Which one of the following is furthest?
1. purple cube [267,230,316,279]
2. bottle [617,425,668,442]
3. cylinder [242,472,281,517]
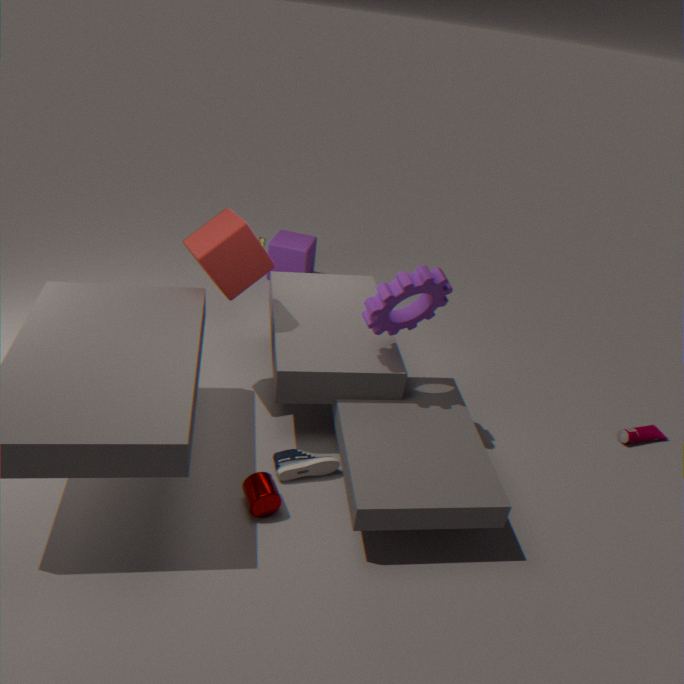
purple cube [267,230,316,279]
